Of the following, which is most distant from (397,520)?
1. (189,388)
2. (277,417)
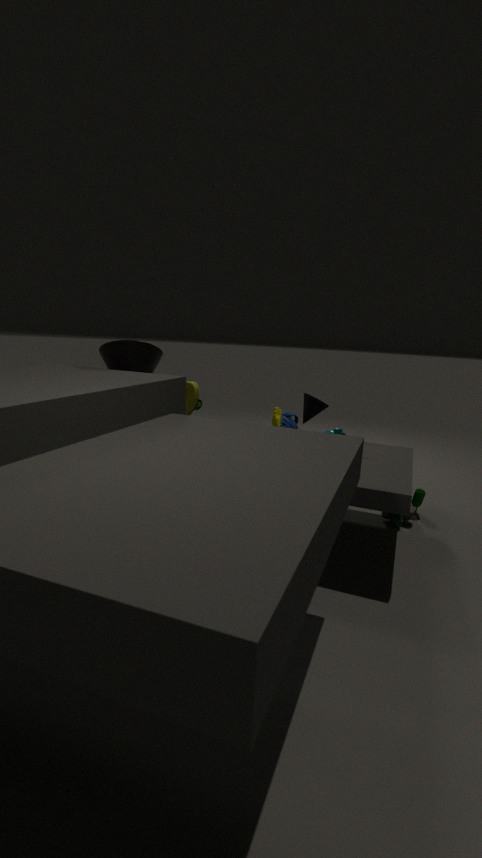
(189,388)
